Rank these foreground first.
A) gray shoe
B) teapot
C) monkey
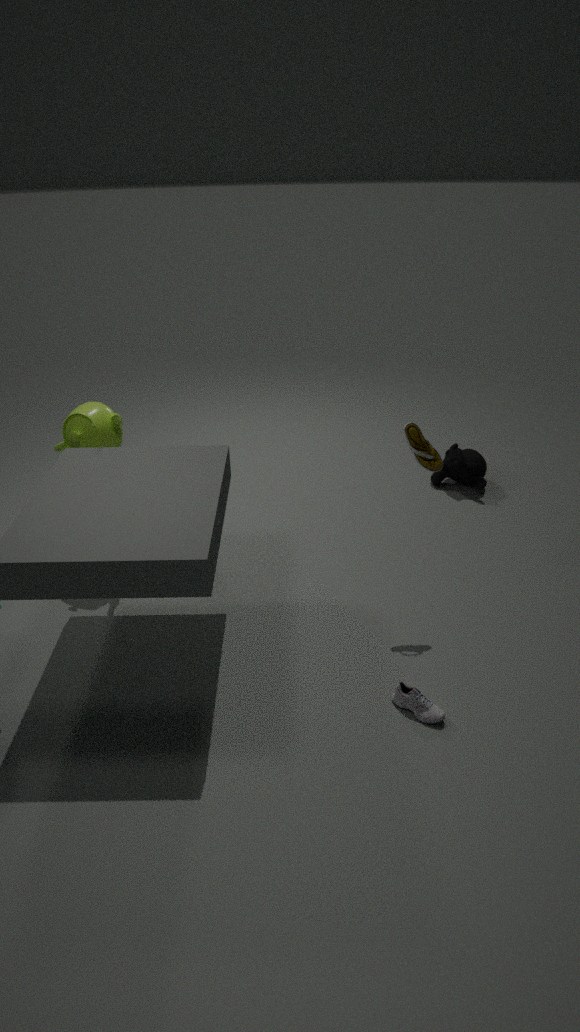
1. gray shoe
2. teapot
3. monkey
